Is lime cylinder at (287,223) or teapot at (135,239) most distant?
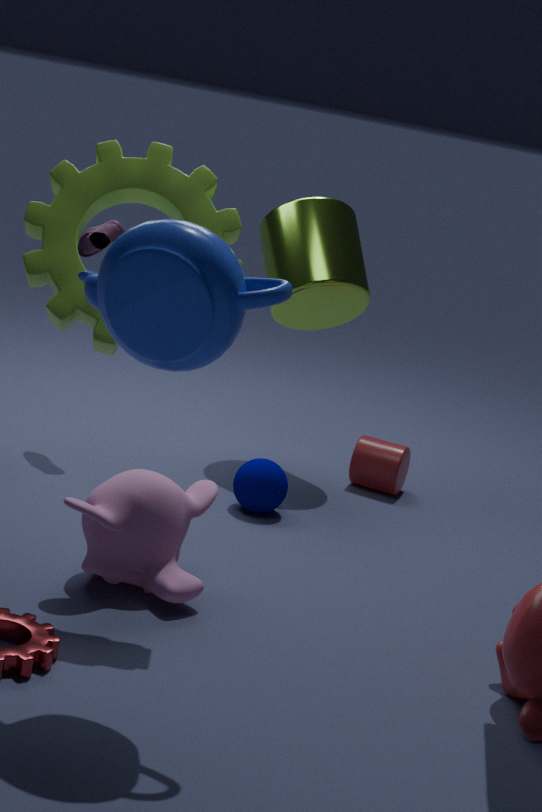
lime cylinder at (287,223)
